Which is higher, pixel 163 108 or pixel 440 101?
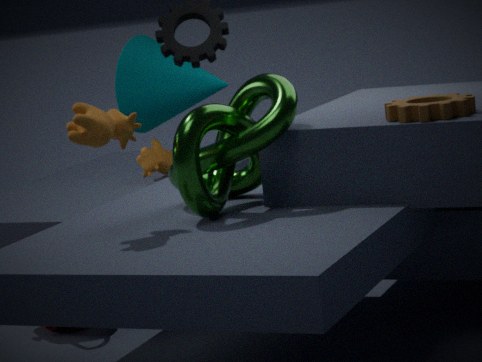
pixel 163 108
